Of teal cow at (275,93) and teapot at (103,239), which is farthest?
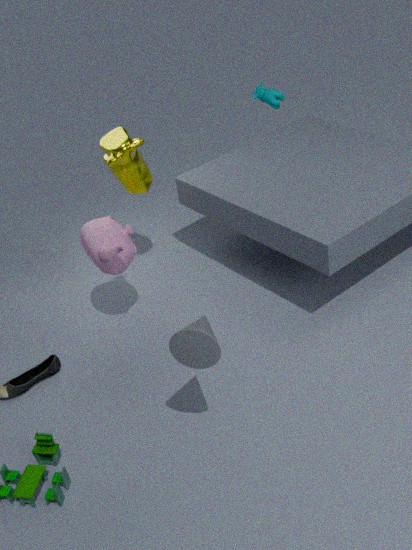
teal cow at (275,93)
